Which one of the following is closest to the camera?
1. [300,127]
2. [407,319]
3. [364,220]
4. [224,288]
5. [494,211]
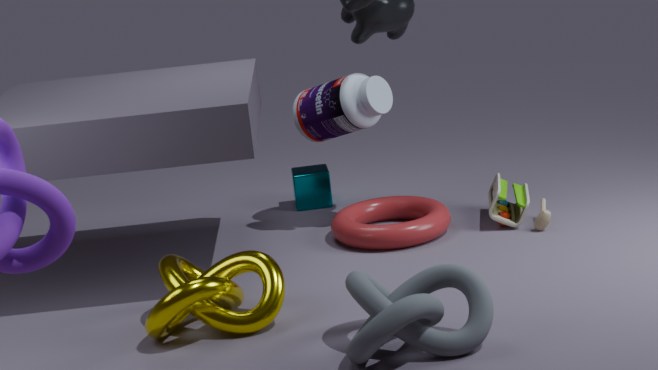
[407,319]
